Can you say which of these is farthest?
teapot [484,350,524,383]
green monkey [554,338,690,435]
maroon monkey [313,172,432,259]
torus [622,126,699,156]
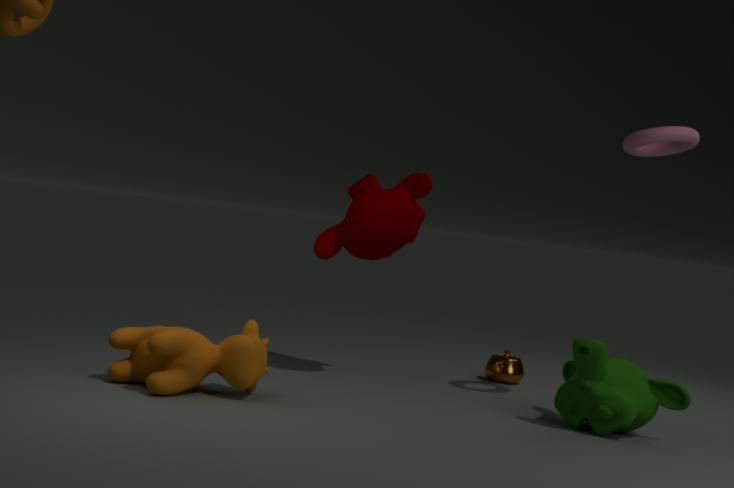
teapot [484,350,524,383]
